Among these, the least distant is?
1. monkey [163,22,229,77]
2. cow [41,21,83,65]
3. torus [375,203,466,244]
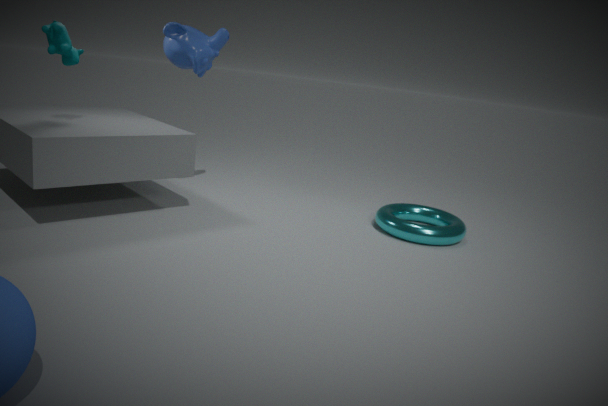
cow [41,21,83,65]
